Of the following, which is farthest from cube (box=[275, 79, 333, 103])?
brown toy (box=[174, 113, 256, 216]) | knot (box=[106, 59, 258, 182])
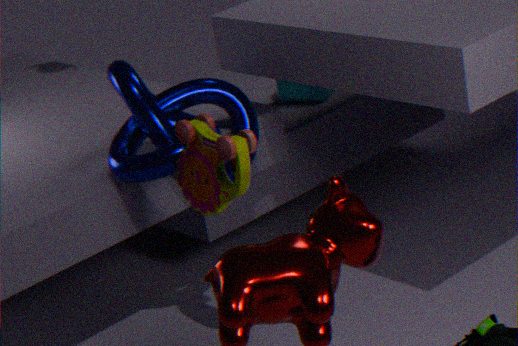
brown toy (box=[174, 113, 256, 216])
